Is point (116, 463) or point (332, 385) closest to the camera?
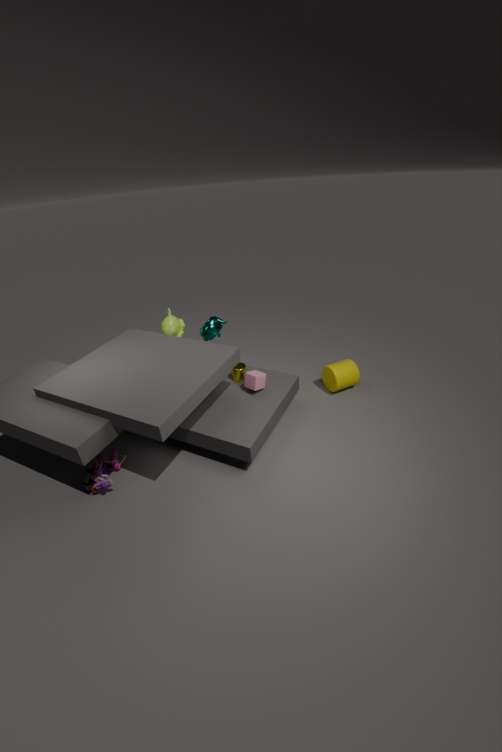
point (116, 463)
